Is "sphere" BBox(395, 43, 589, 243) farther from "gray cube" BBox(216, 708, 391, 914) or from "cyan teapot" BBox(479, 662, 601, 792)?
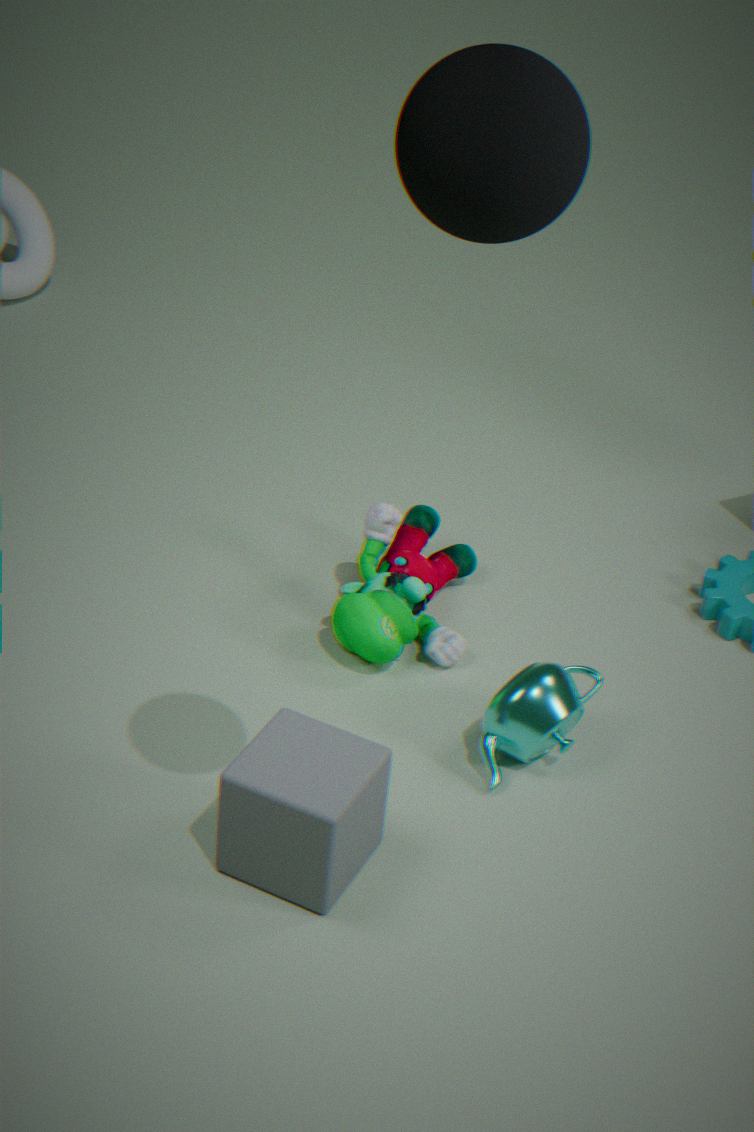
"cyan teapot" BBox(479, 662, 601, 792)
